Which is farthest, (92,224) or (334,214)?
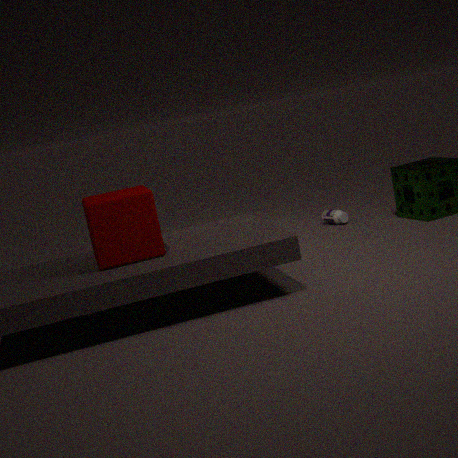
(334,214)
